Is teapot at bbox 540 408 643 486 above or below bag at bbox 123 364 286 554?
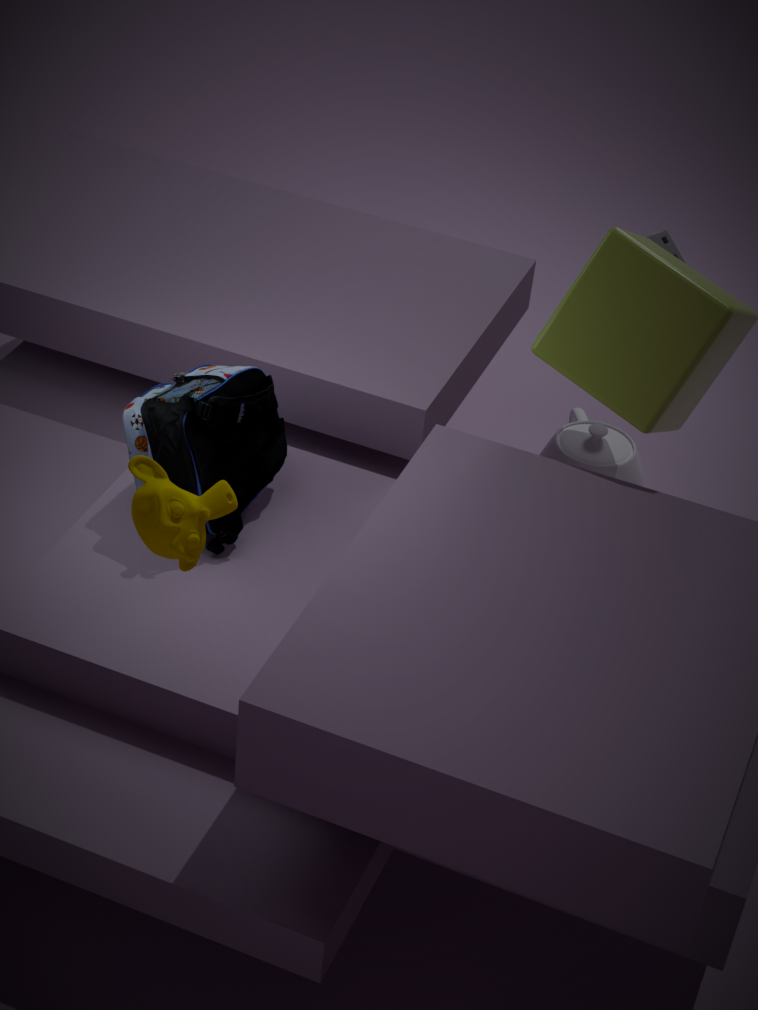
below
